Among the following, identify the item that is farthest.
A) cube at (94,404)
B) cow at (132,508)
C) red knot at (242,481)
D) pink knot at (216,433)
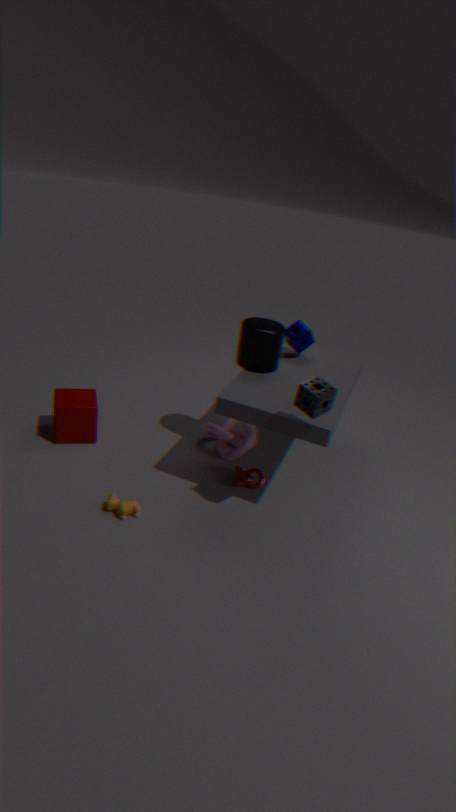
pink knot at (216,433)
